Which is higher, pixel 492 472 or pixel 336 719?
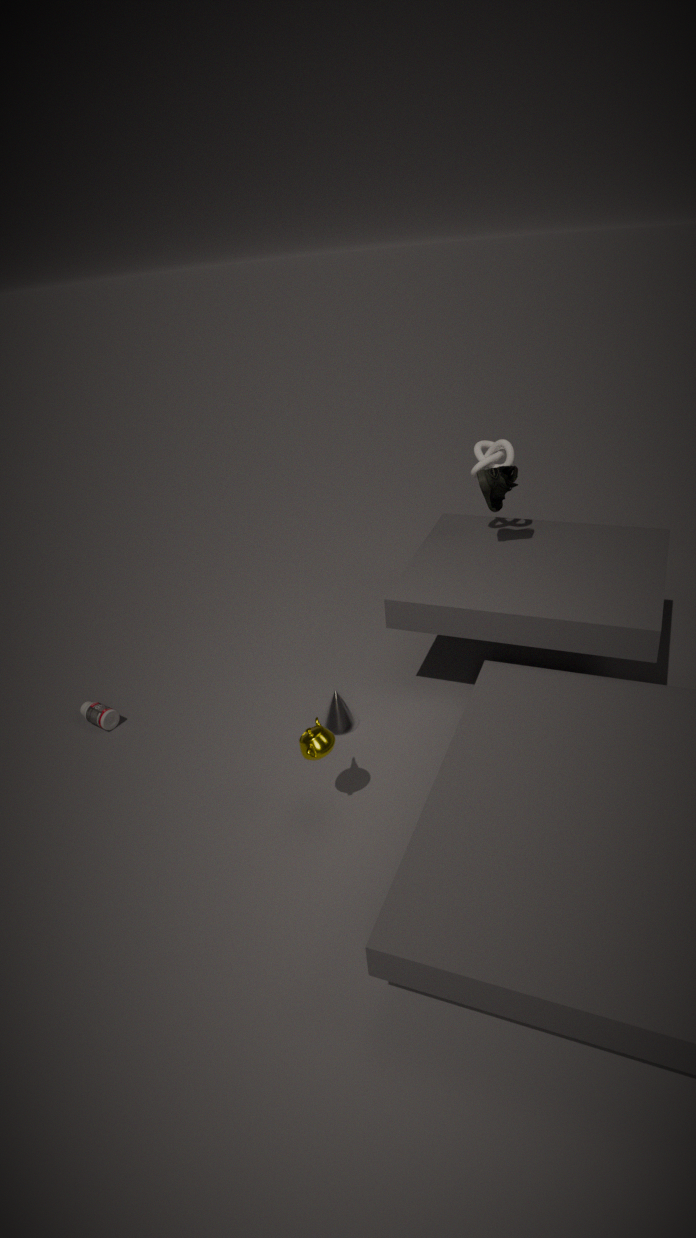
pixel 492 472
